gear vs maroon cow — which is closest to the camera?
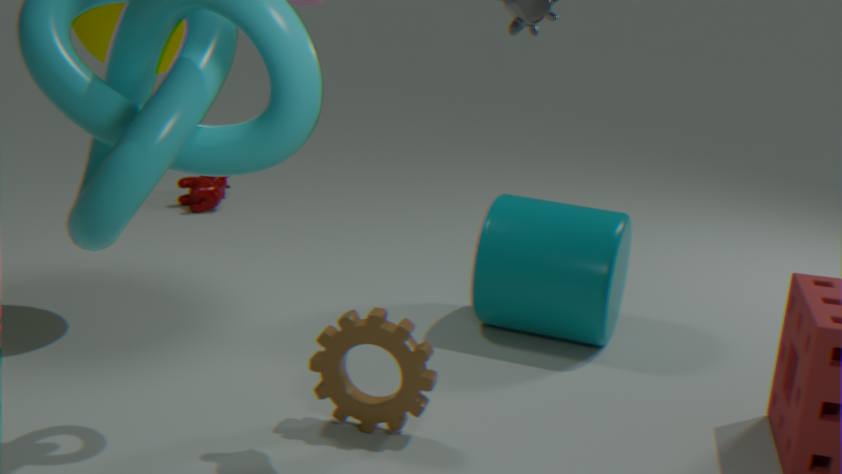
gear
